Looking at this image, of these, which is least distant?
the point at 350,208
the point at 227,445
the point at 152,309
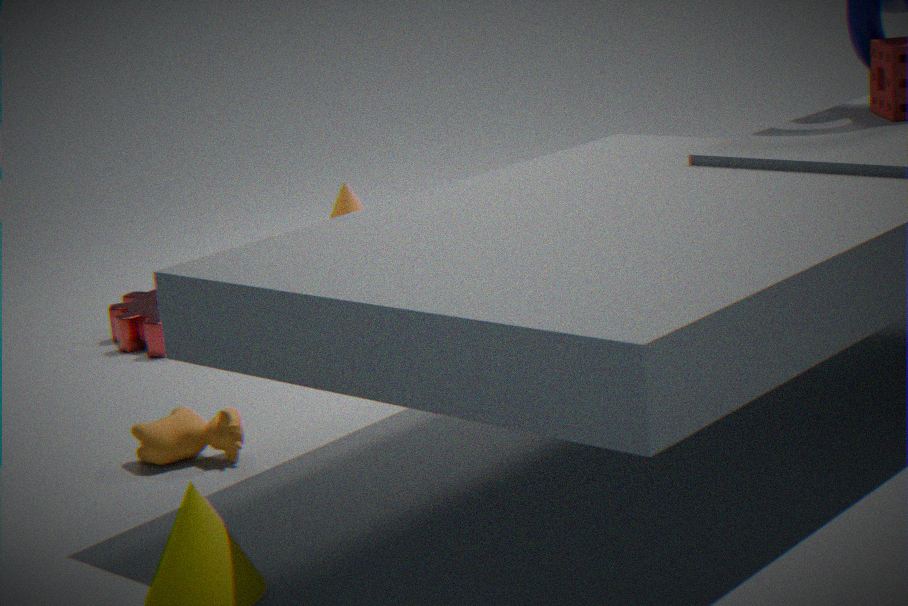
the point at 227,445
